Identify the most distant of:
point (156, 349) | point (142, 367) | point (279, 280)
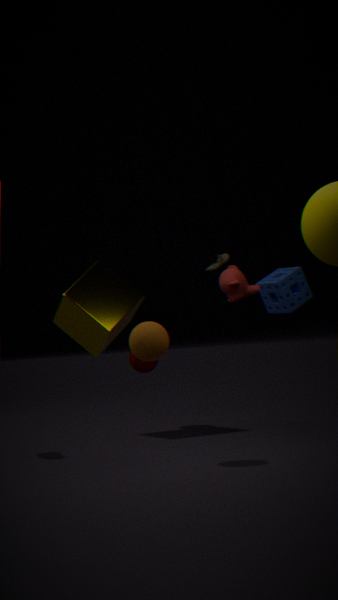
point (142, 367)
